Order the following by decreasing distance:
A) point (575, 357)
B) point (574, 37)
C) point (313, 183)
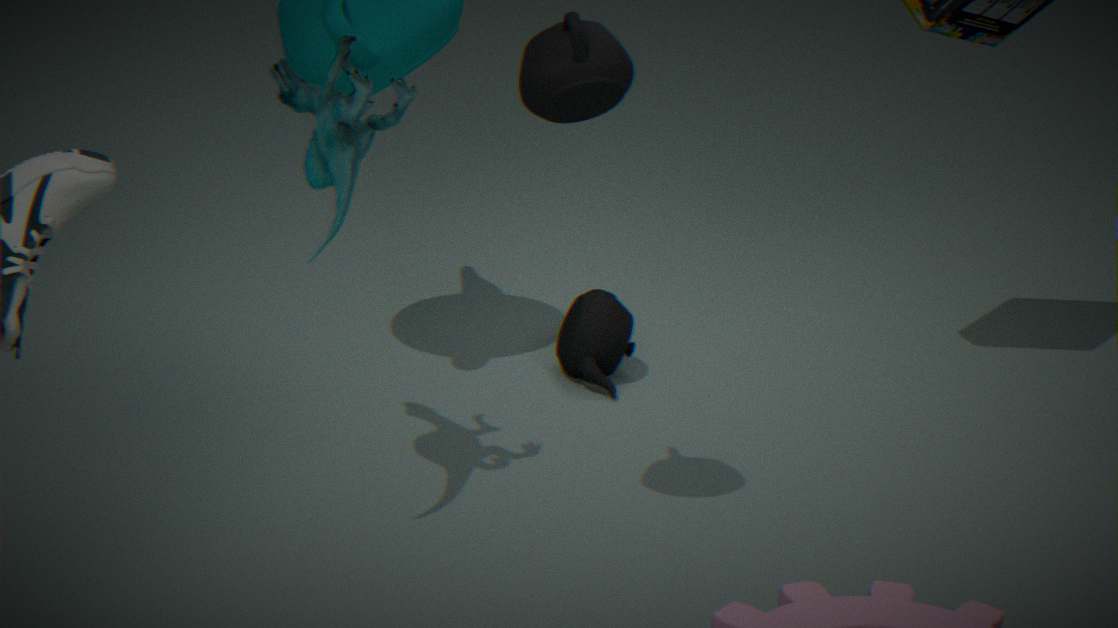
1. point (575, 357)
2. point (313, 183)
3. point (574, 37)
